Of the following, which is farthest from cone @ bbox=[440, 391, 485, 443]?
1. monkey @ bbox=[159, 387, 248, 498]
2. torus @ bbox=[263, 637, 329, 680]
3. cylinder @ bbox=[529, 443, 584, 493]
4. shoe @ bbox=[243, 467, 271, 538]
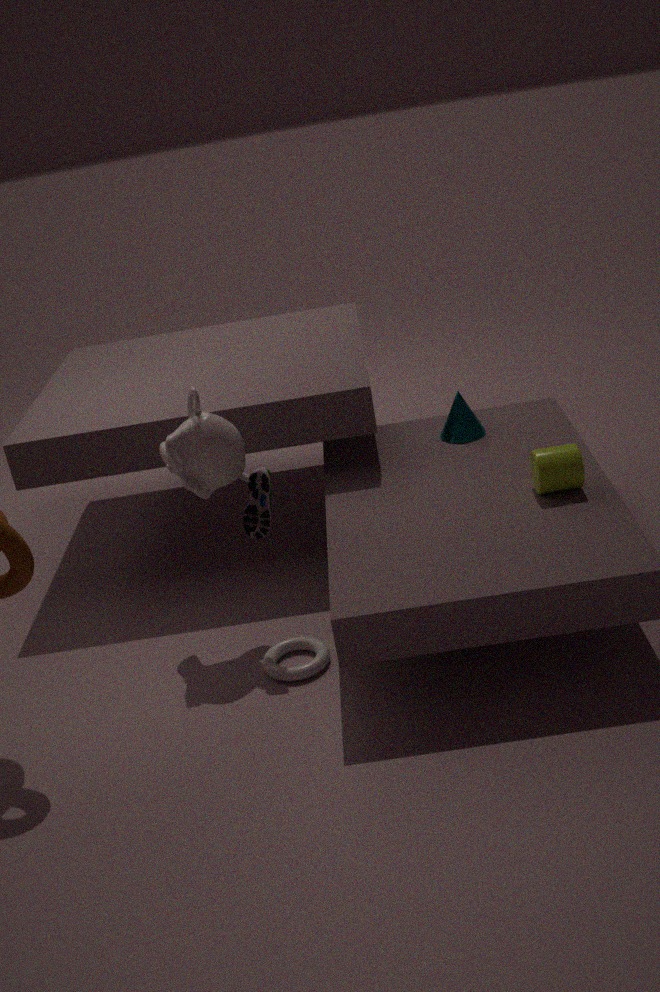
torus @ bbox=[263, 637, 329, 680]
